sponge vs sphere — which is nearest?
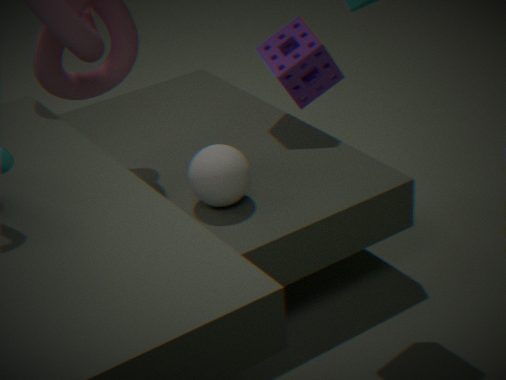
sphere
